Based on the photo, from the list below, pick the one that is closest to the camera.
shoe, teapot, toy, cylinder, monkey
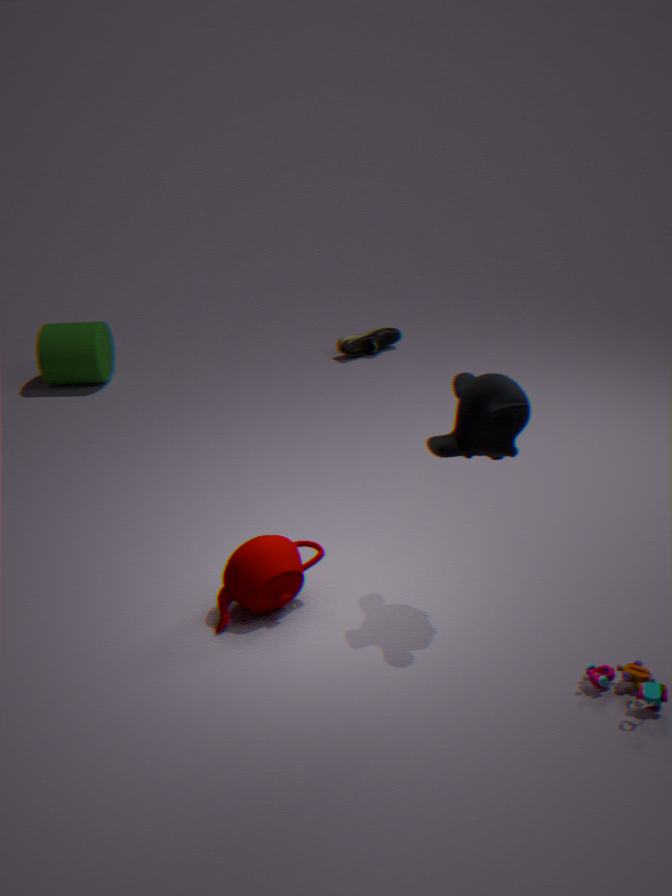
toy
